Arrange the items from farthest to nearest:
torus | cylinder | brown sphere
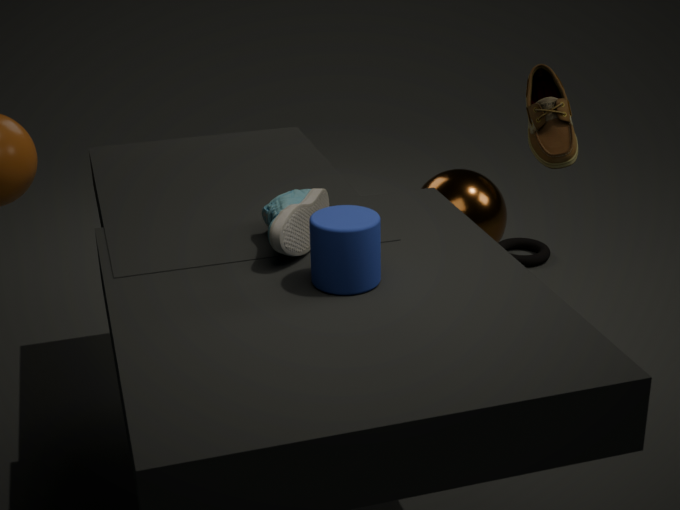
1. torus
2. brown sphere
3. cylinder
